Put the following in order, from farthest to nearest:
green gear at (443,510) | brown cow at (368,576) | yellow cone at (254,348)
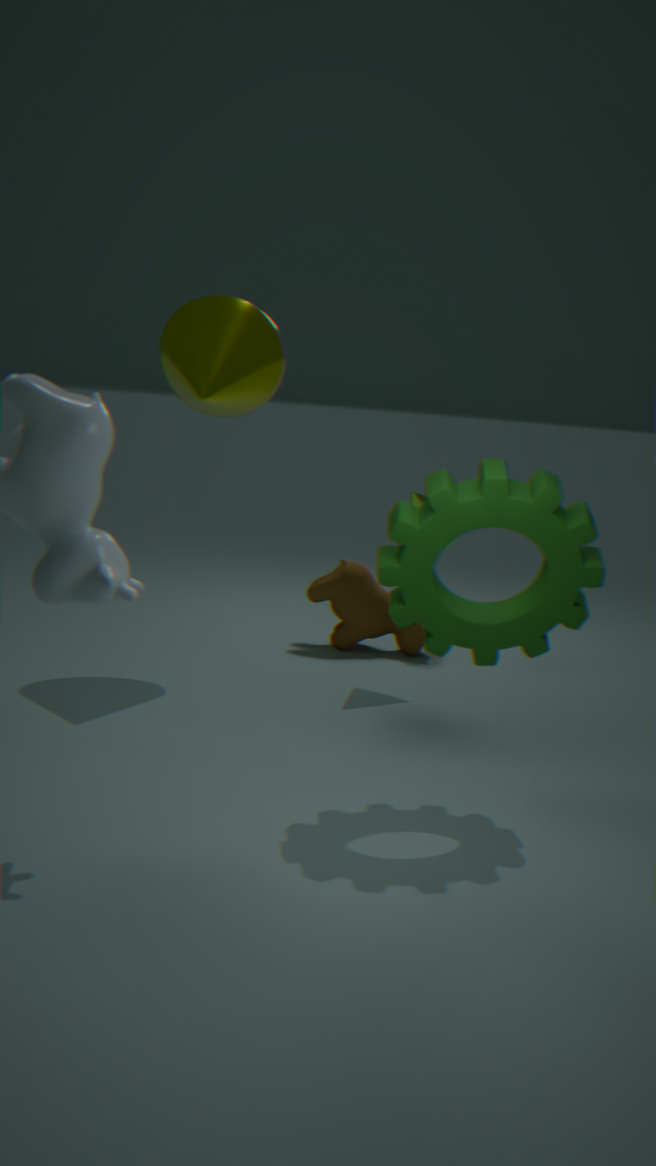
brown cow at (368,576) → yellow cone at (254,348) → green gear at (443,510)
